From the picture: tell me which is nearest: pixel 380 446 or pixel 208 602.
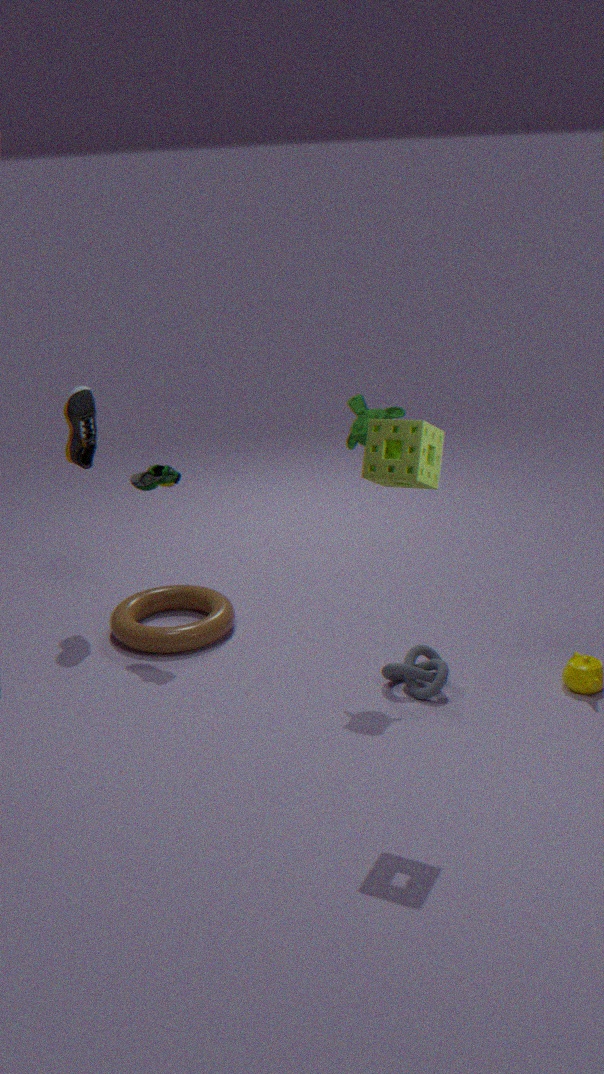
pixel 380 446
